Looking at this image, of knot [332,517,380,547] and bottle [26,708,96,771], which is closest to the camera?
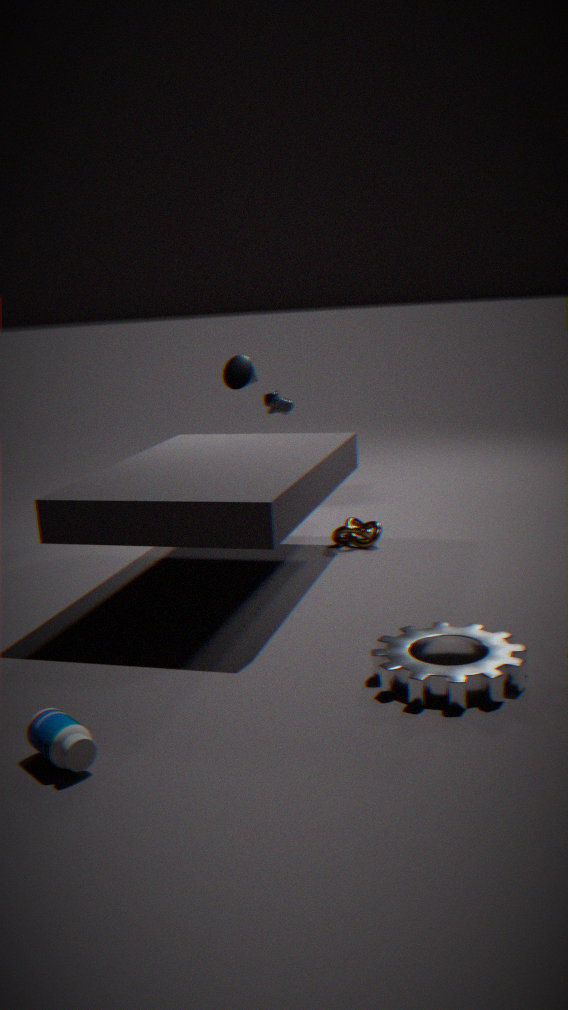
bottle [26,708,96,771]
